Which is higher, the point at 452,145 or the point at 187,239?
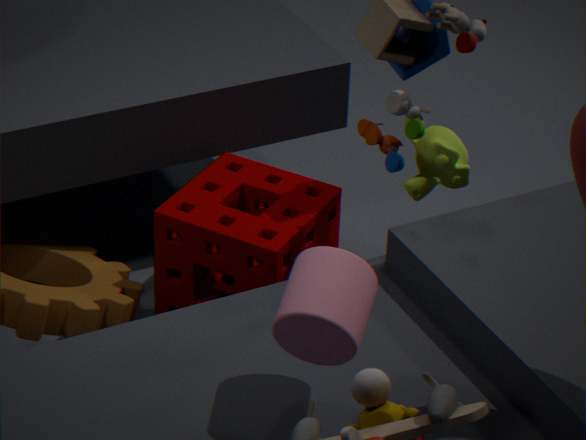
→ the point at 452,145
